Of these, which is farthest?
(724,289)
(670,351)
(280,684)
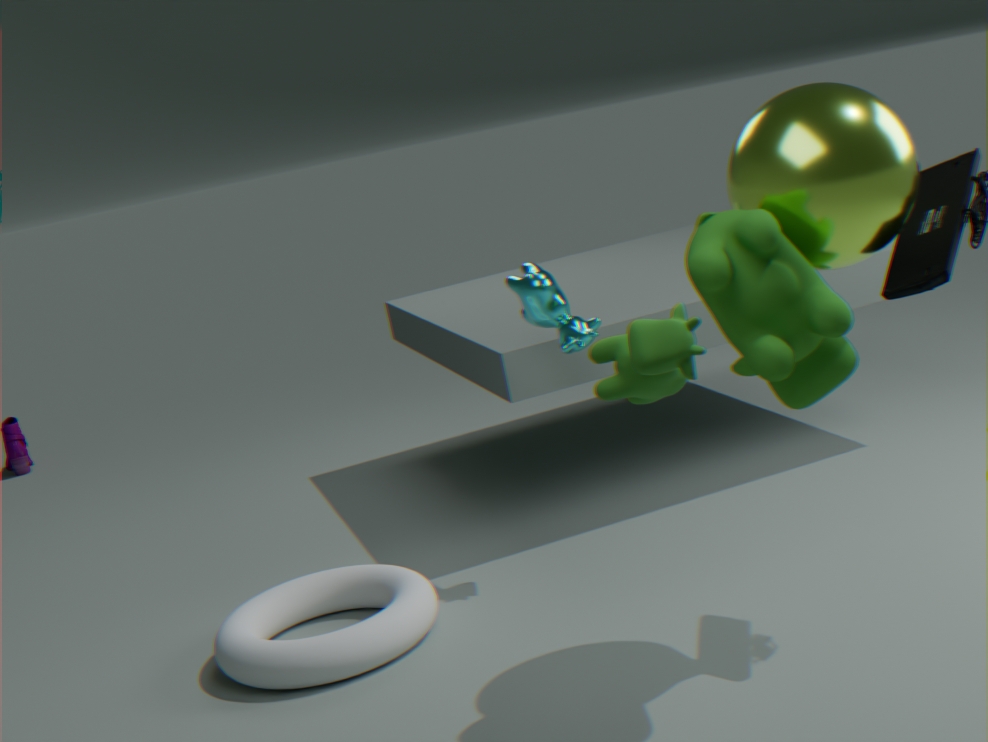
(280,684)
